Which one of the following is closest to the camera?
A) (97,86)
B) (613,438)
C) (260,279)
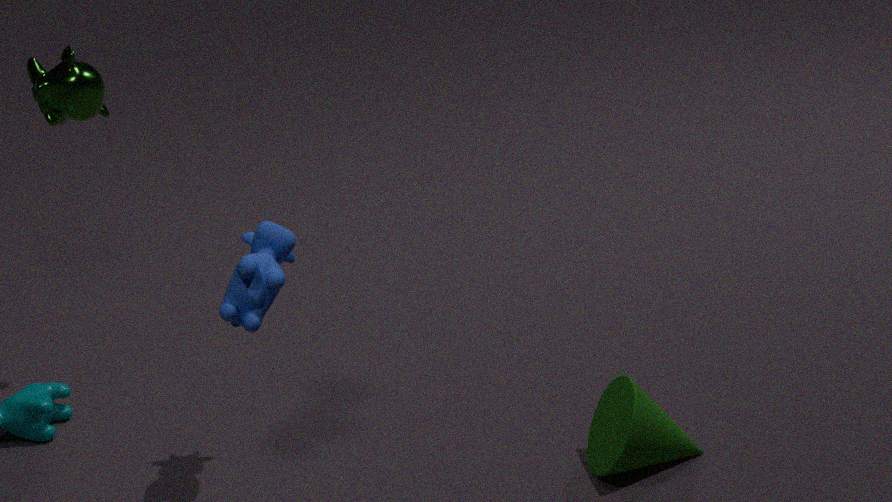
C. (260,279)
